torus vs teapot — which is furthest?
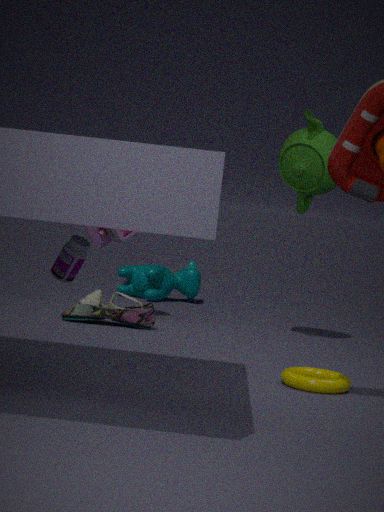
teapot
